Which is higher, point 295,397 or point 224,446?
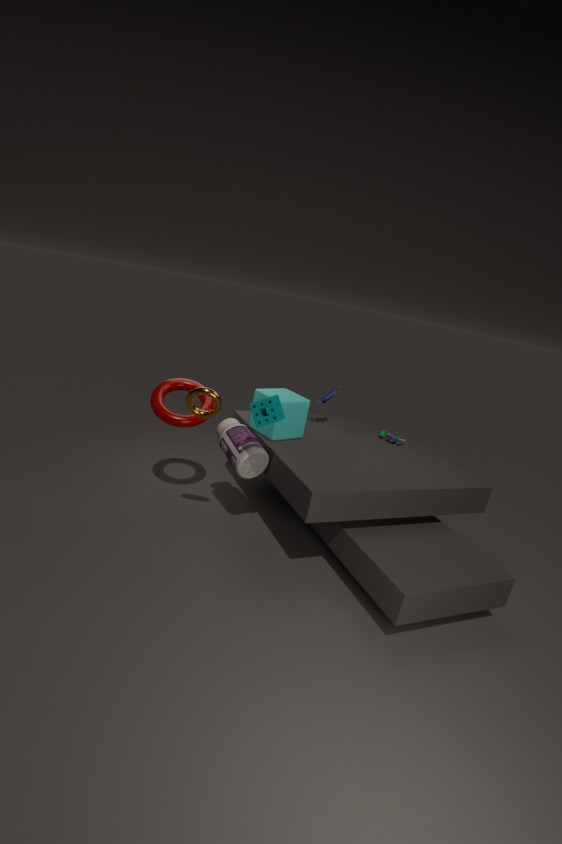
point 295,397
